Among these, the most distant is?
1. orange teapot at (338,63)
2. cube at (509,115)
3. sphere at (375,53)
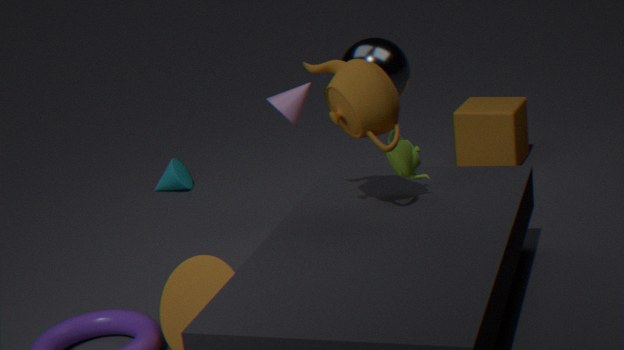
cube at (509,115)
